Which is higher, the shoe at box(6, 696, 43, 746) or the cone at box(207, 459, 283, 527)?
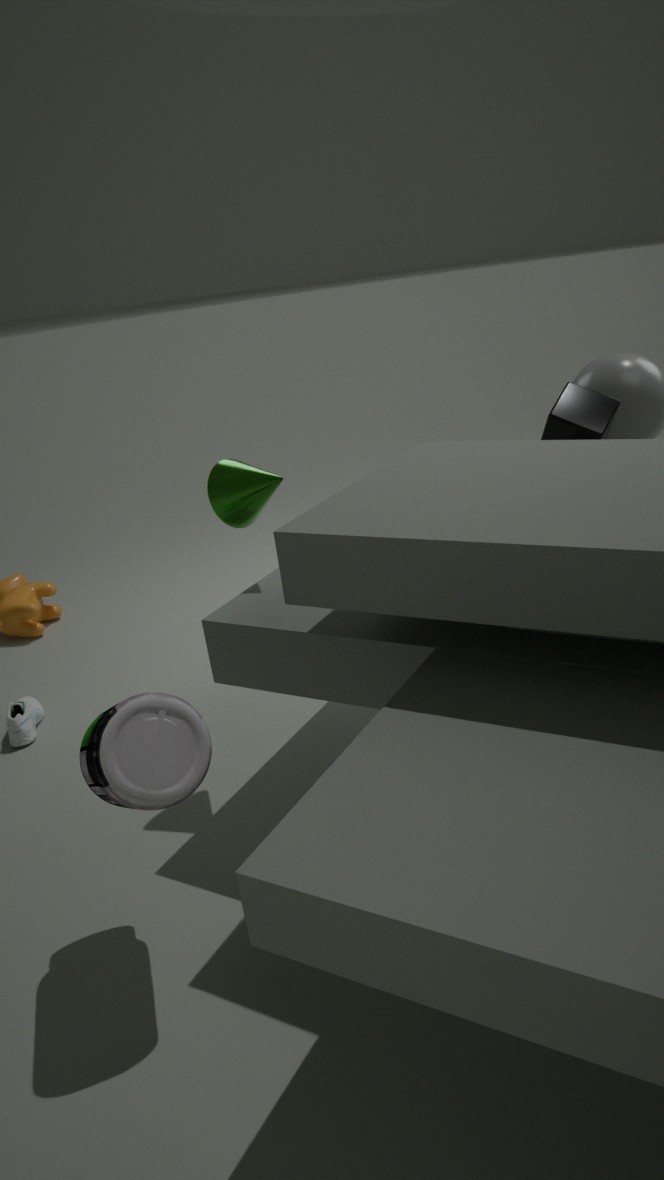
the cone at box(207, 459, 283, 527)
